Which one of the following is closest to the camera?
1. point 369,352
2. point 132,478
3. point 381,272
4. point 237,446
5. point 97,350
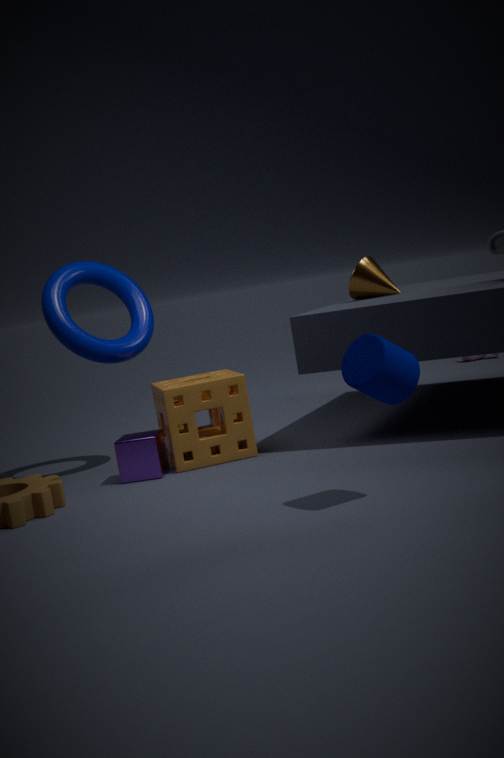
point 369,352
